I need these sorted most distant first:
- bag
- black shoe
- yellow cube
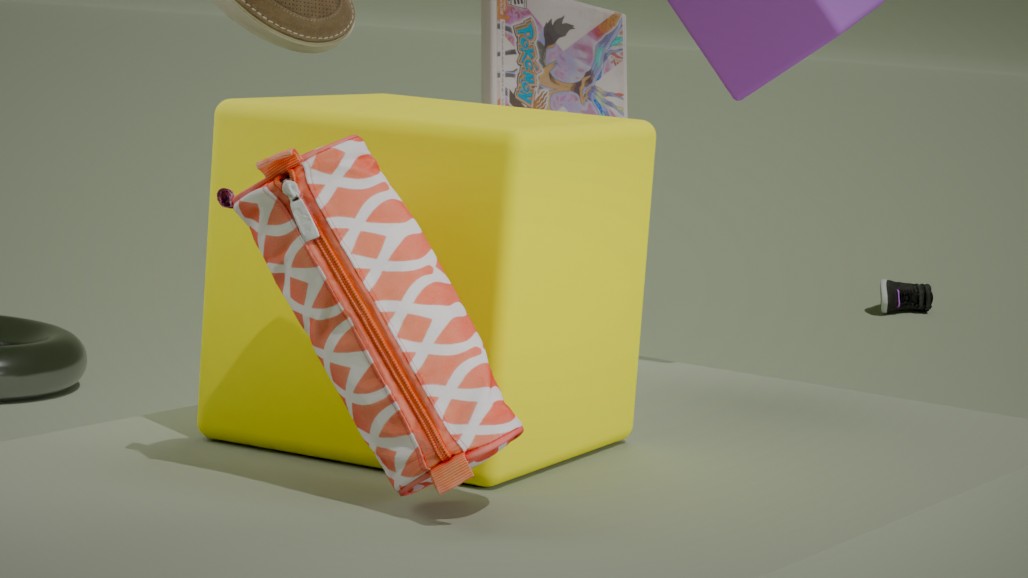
black shoe → yellow cube → bag
